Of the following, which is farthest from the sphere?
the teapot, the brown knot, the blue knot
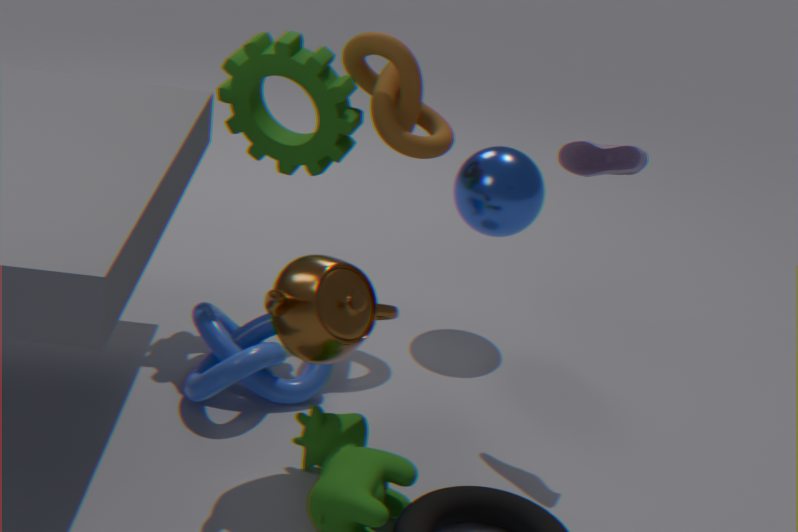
the teapot
